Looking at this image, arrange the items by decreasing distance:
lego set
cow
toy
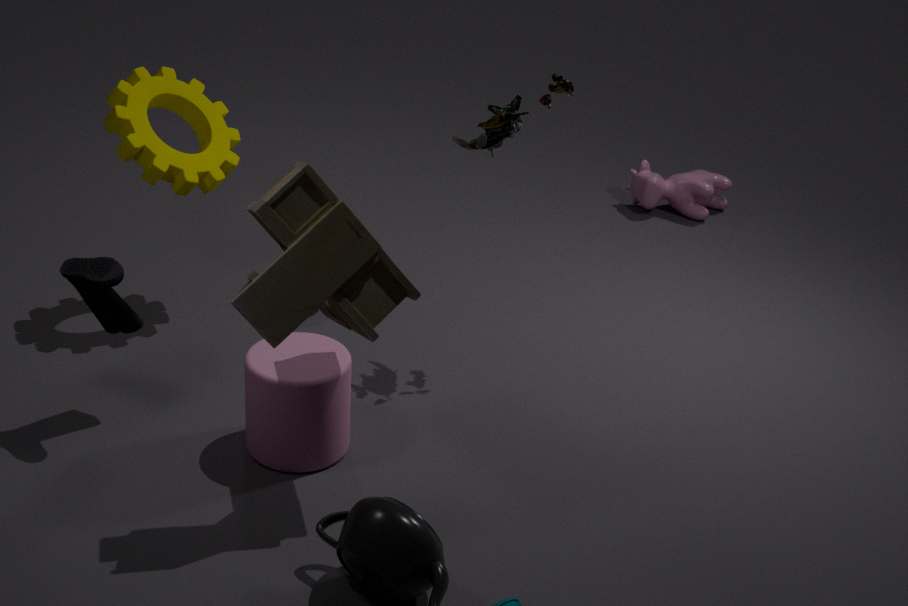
cow → lego set → toy
